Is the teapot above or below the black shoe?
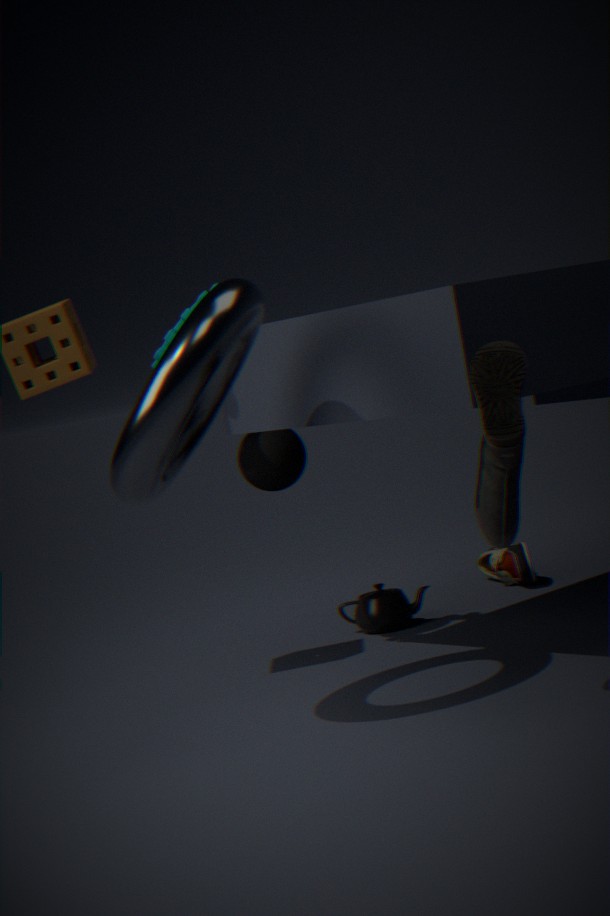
below
